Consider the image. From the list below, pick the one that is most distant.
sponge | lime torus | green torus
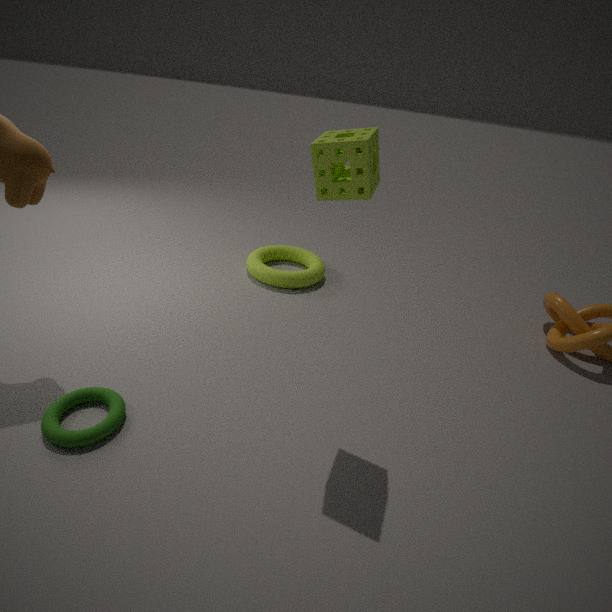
lime torus
